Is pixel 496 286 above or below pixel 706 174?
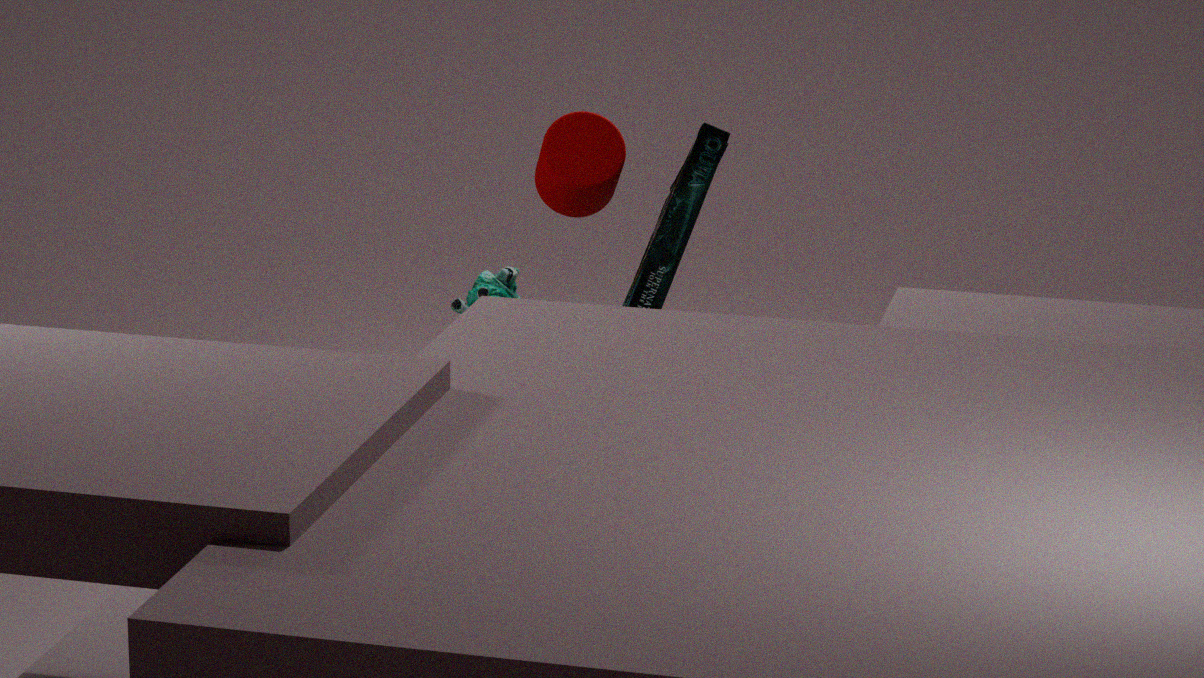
below
